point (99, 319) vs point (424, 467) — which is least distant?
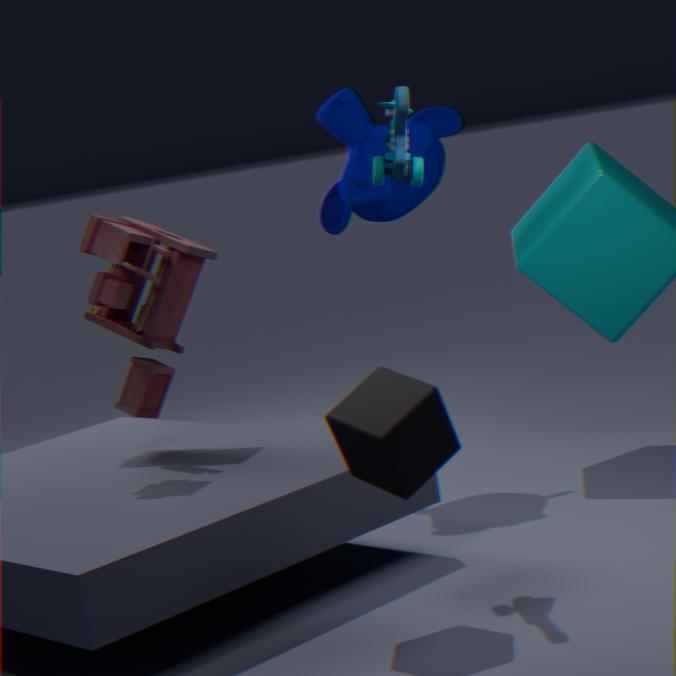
point (424, 467)
